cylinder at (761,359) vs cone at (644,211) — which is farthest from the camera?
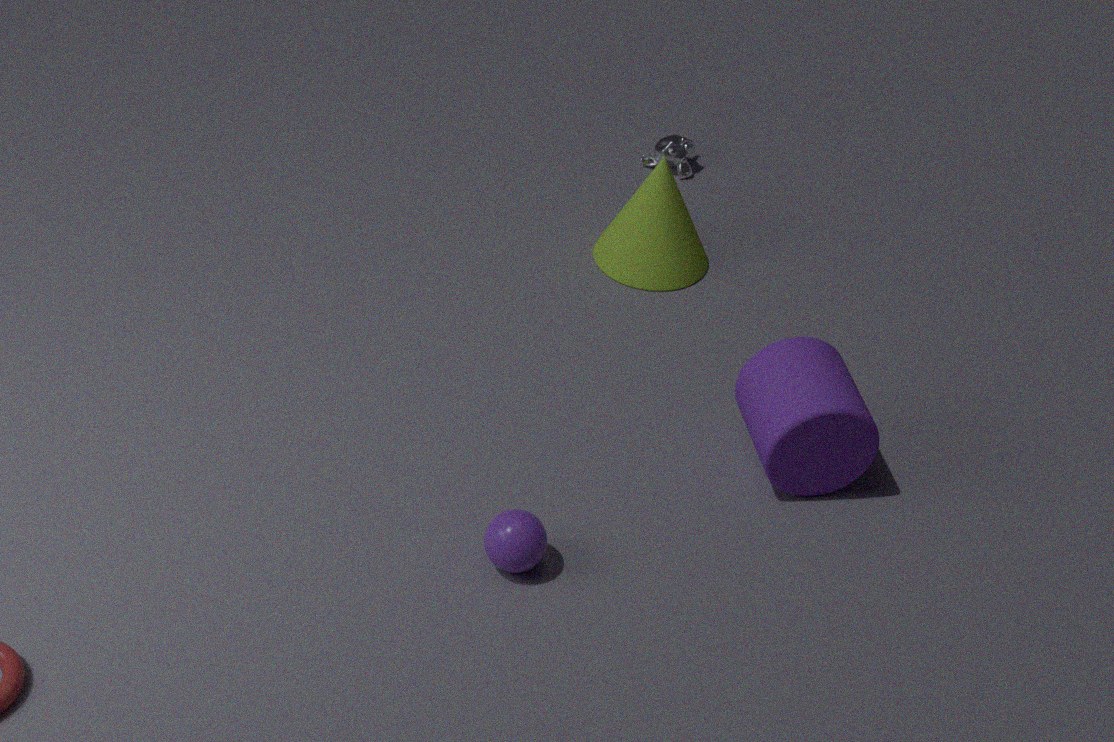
cone at (644,211)
